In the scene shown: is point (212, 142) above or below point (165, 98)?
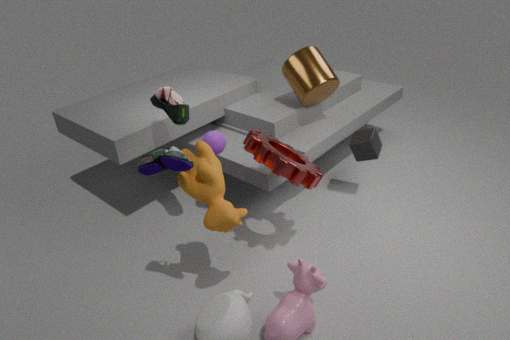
below
